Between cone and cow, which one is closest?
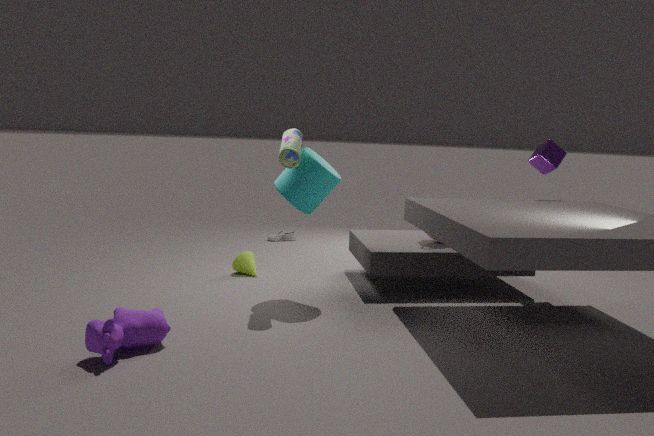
cow
